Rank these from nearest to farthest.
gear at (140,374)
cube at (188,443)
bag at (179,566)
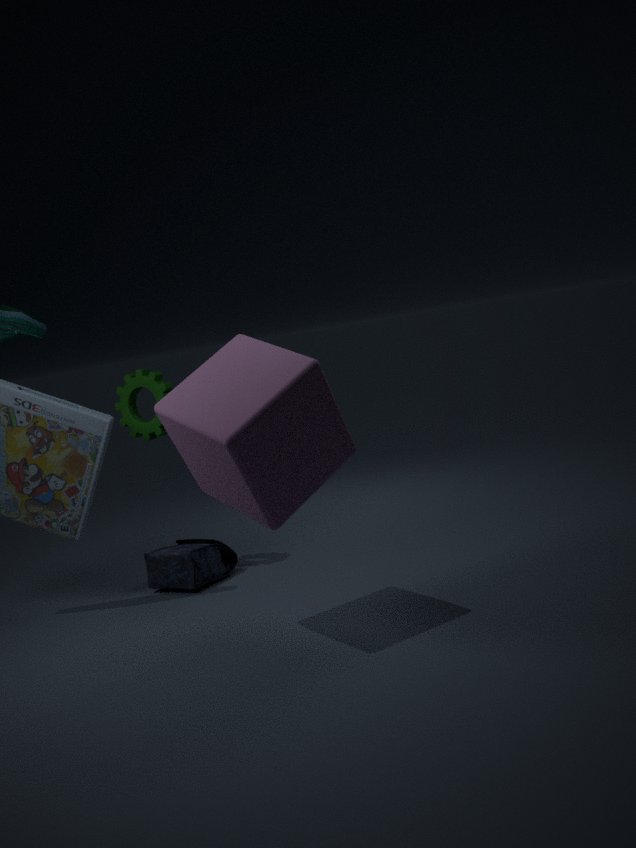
cube at (188,443)
gear at (140,374)
bag at (179,566)
